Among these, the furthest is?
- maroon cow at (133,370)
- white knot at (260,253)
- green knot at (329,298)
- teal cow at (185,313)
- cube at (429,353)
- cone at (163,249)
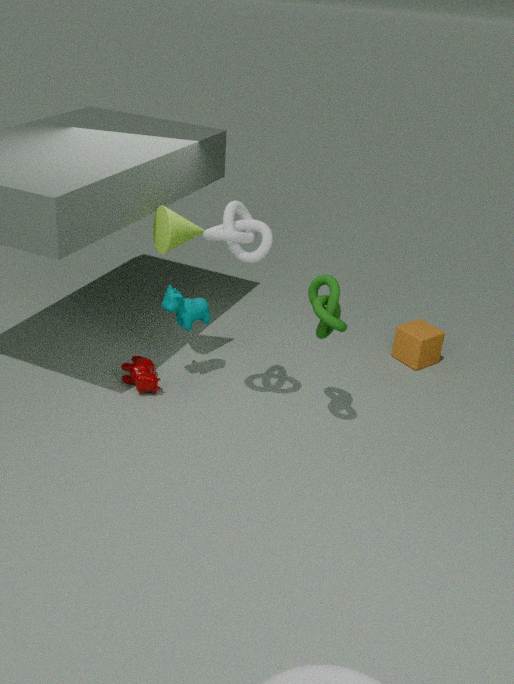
cube at (429,353)
